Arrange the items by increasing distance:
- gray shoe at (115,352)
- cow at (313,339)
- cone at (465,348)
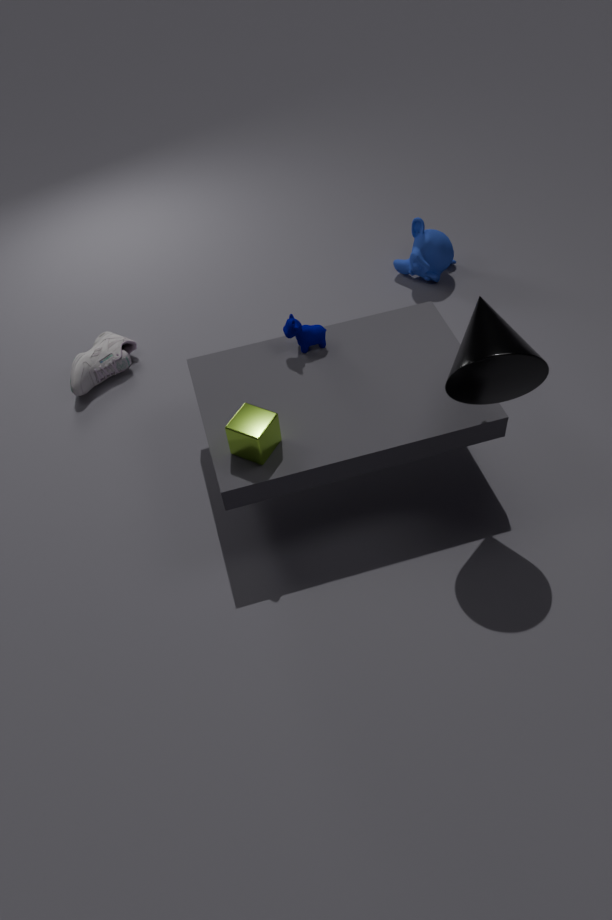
Answer: cone at (465,348) → cow at (313,339) → gray shoe at (115,352)
